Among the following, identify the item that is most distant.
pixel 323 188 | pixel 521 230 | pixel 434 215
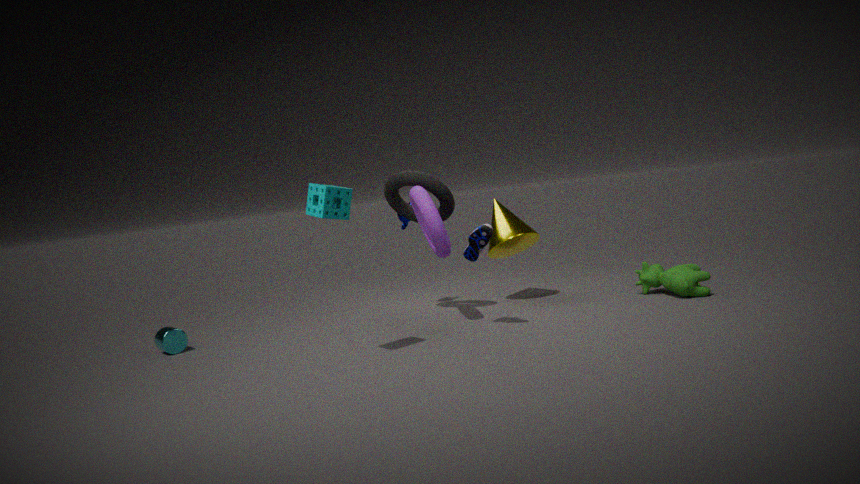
pixel 521 230
